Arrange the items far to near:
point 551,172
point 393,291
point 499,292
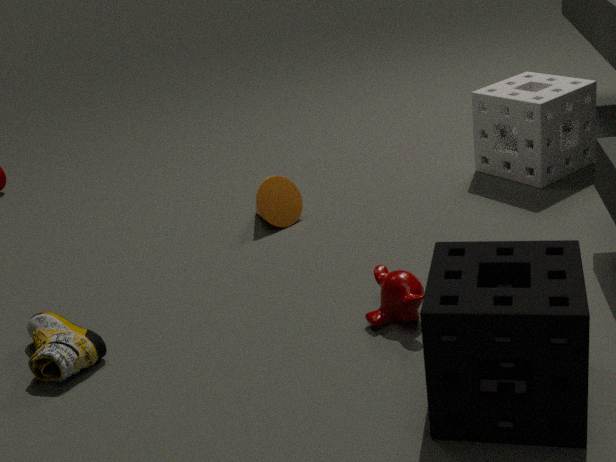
point 551,172 → point 393,291 → point 499,292
